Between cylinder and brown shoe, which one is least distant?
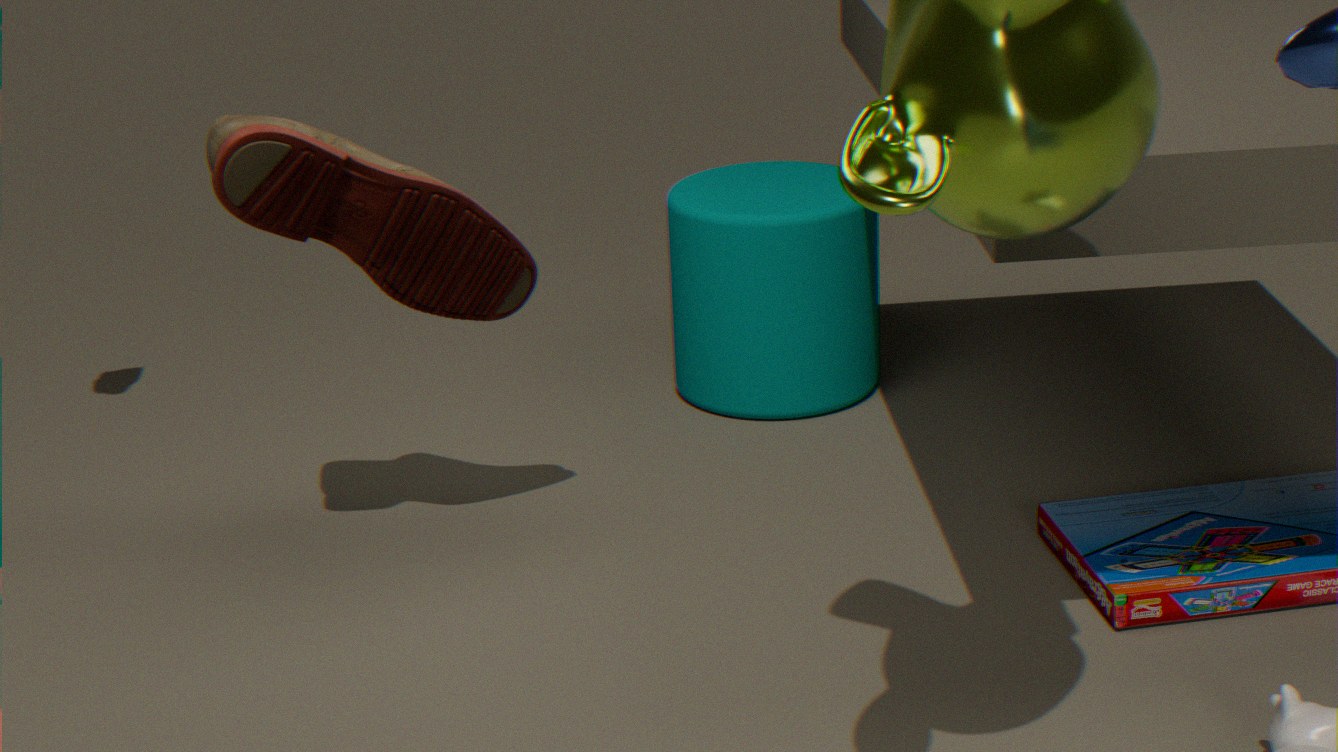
brown shoe
